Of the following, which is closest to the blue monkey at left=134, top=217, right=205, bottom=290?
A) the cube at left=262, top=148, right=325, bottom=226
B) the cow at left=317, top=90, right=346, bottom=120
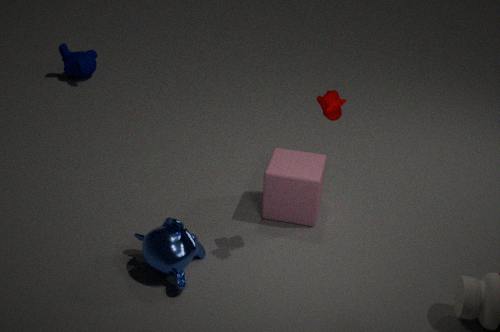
the cube at left=262, top=148, right=325, bottom=226
